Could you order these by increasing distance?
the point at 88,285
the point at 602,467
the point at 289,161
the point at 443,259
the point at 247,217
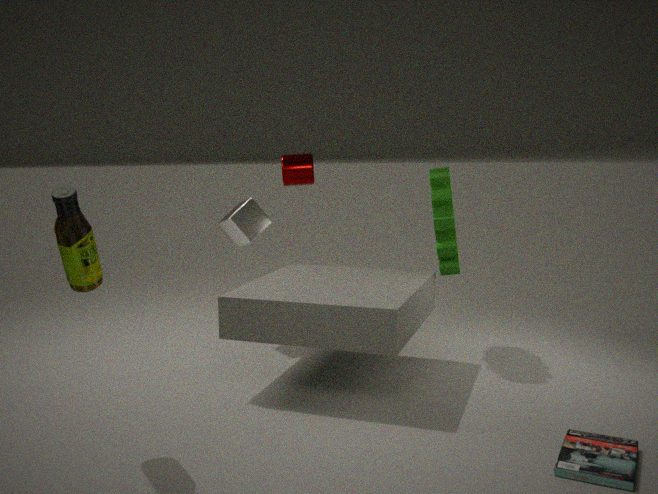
the point at 602,467, the point at 88,285, the point at 443,259, the point at 247,217, the point at 289,161
